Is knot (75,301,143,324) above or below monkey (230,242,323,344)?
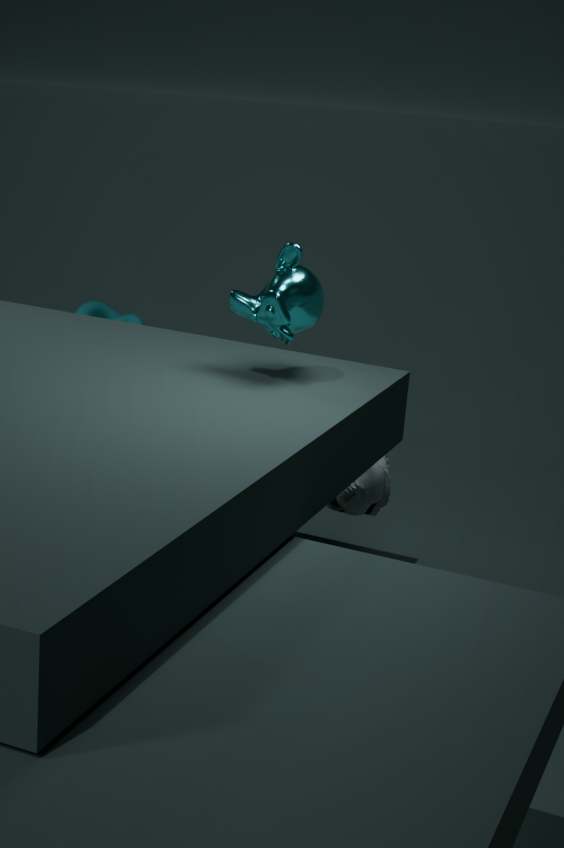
below
